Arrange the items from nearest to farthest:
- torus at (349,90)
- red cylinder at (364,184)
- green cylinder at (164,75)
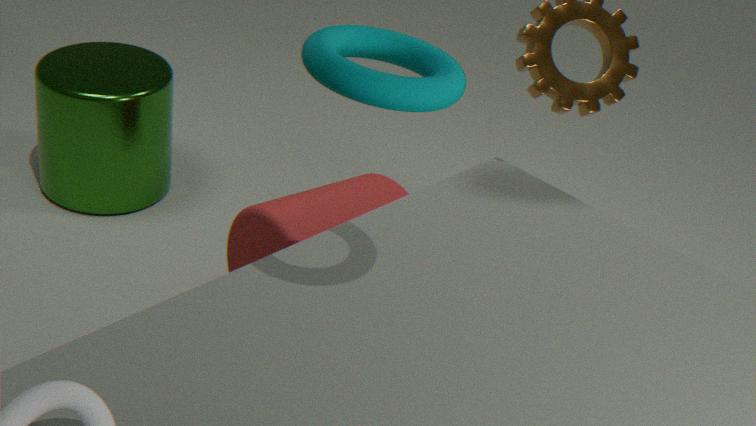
torus at (349,90)
red cylinder at (364,184)
green cylinder at (164,75)
